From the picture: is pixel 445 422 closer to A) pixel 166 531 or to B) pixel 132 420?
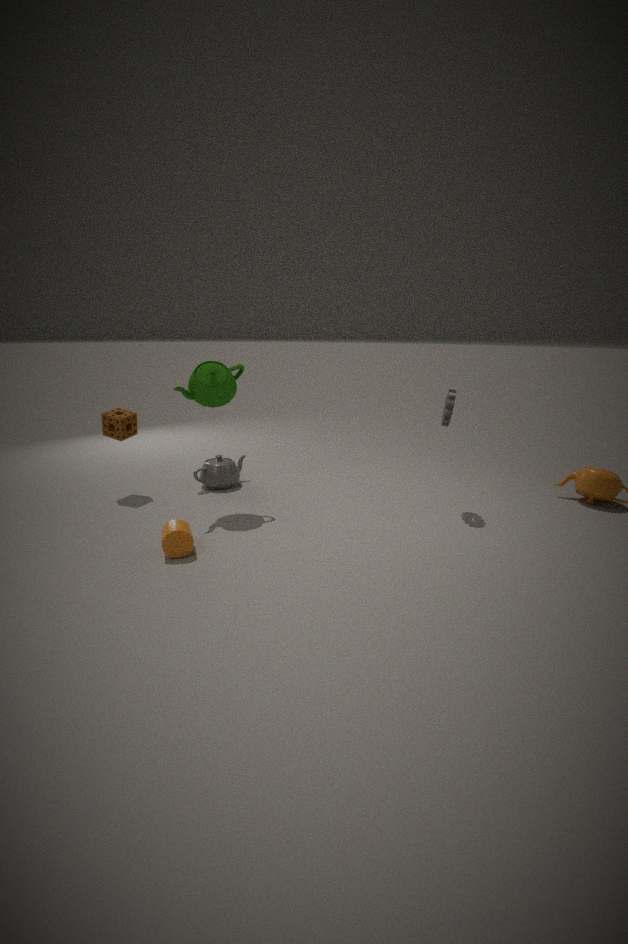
A) pixel 166 531
